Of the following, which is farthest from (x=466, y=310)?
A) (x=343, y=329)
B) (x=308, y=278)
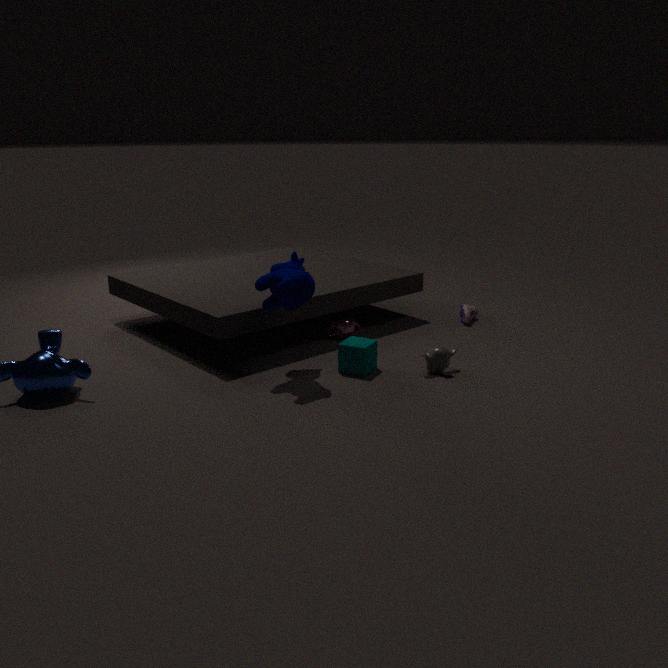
(x=308, y=278)
